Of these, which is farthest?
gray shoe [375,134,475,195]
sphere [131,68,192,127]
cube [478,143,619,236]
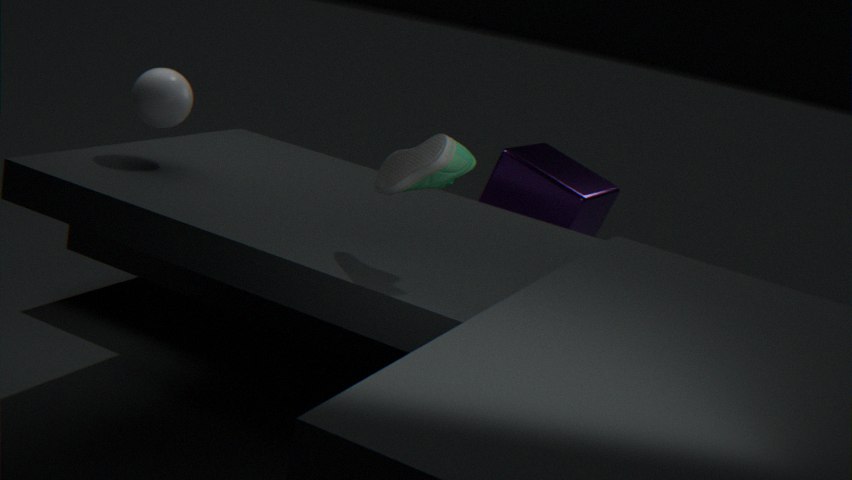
cube [478,143,619,236]
